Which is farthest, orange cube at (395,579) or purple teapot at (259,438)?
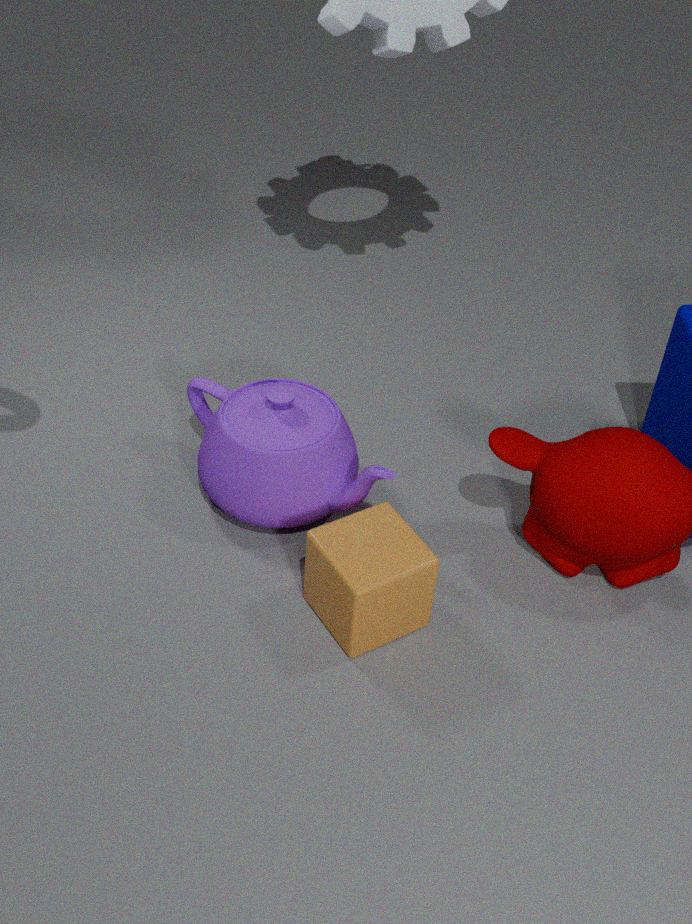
purple teapot at (259,438)
